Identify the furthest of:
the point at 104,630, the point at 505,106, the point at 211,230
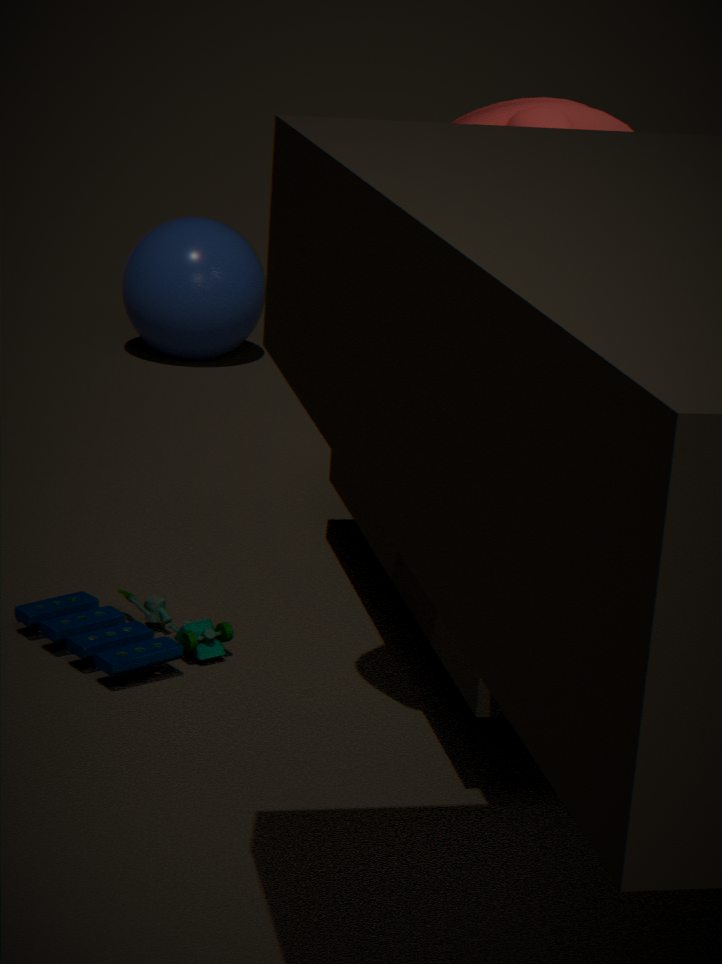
the point at 211,230
